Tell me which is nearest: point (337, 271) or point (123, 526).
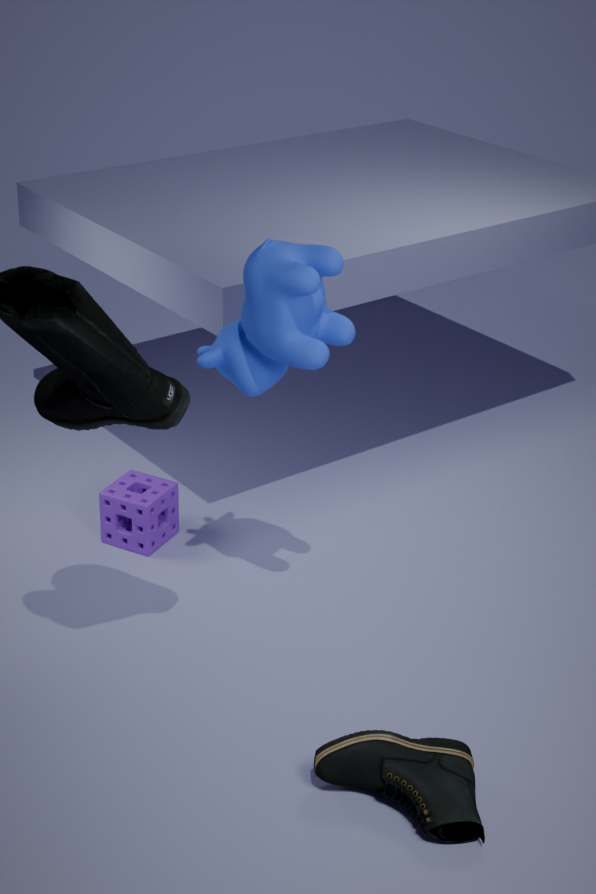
point (337, 271)
